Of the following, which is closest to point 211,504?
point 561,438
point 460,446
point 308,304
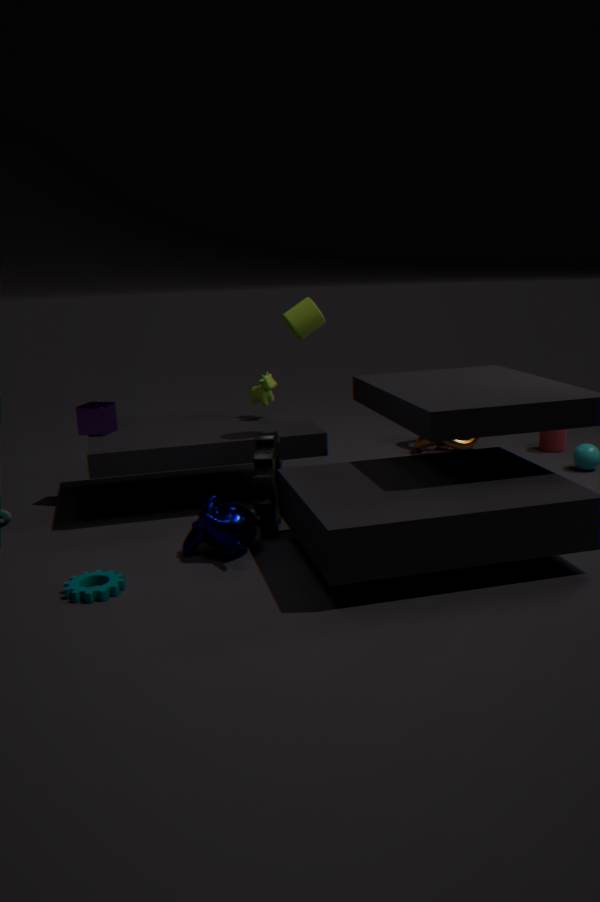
point 308,304
